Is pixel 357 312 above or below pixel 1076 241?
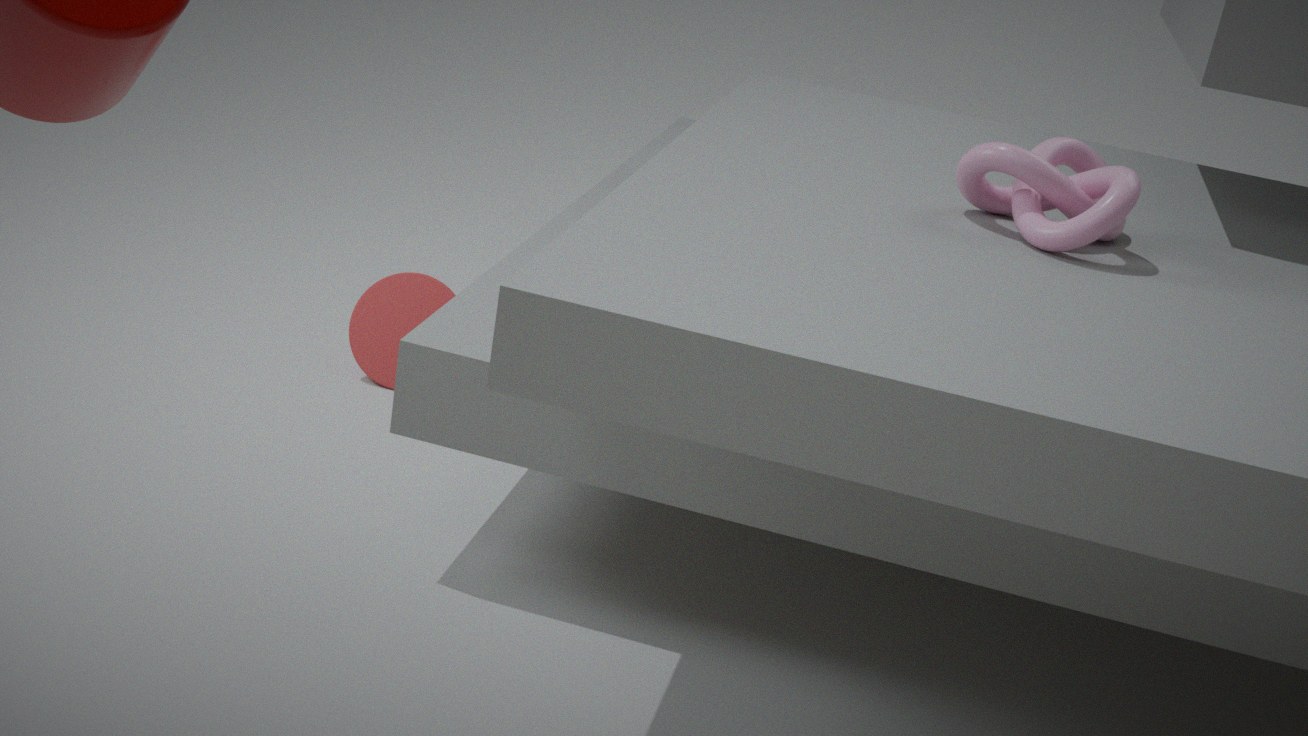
below
